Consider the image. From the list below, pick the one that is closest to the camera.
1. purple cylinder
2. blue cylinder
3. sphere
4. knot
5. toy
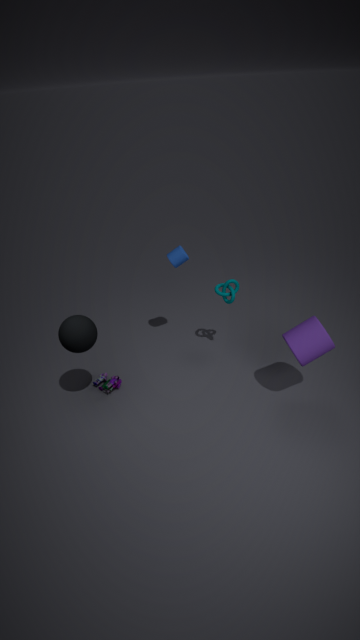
sphere
